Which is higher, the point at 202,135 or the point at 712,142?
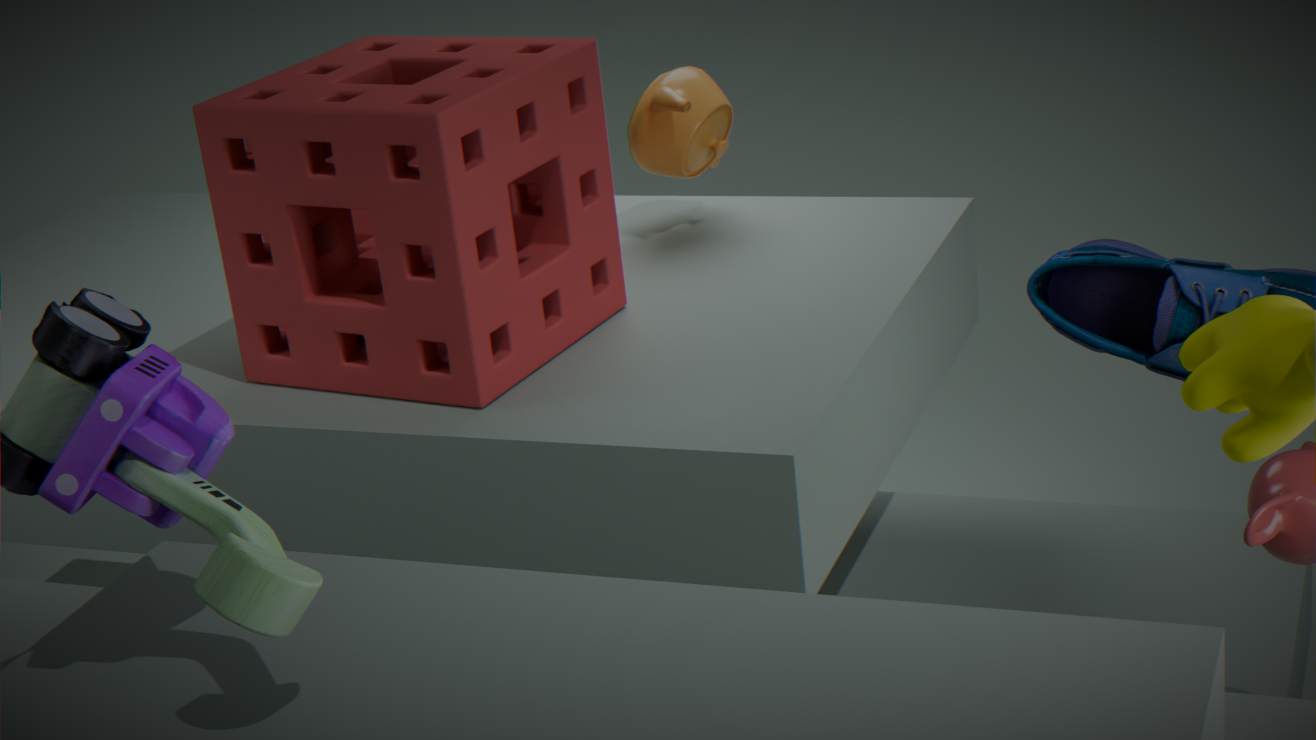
the point at 202,135
